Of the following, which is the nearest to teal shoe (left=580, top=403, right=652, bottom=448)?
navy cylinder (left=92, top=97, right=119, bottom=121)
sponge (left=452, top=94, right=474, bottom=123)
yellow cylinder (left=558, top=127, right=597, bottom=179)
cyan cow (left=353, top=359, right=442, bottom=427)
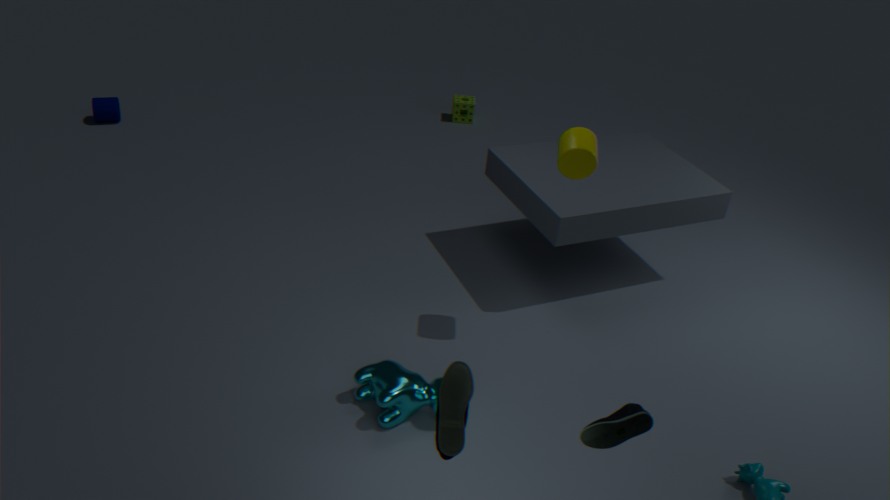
cyan cow (left=353, top=359, right=442, bottom=427)
